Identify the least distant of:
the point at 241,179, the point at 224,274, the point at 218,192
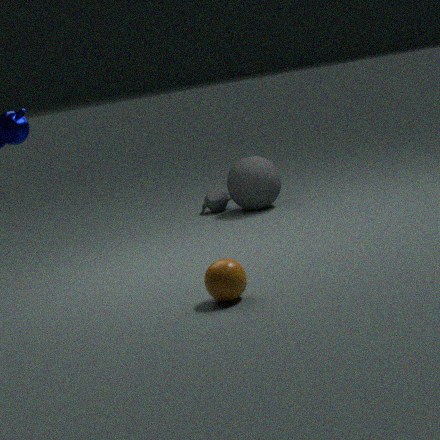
the point at 224,274
